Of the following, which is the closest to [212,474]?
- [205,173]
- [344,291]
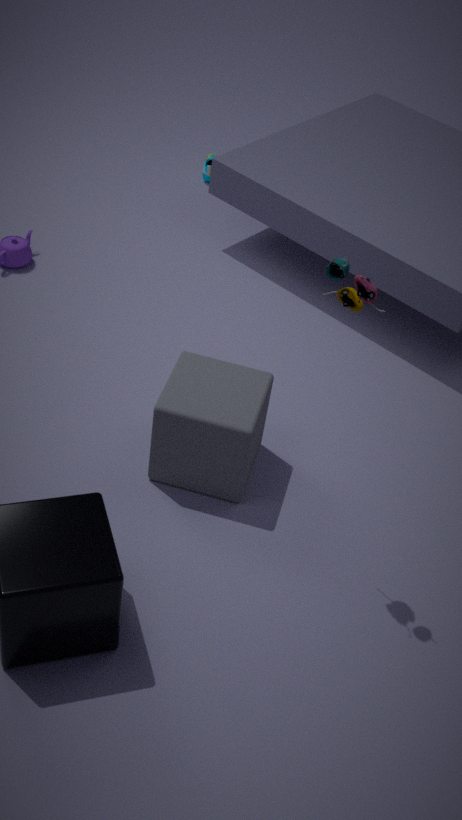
[344,291]
